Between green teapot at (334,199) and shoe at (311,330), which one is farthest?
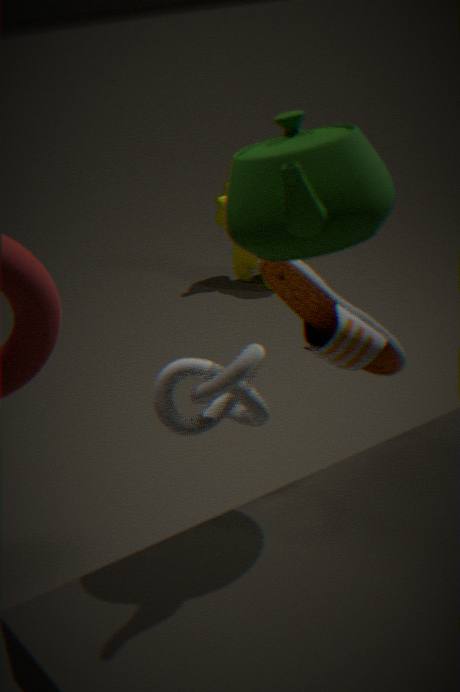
shoe at (311,330)
